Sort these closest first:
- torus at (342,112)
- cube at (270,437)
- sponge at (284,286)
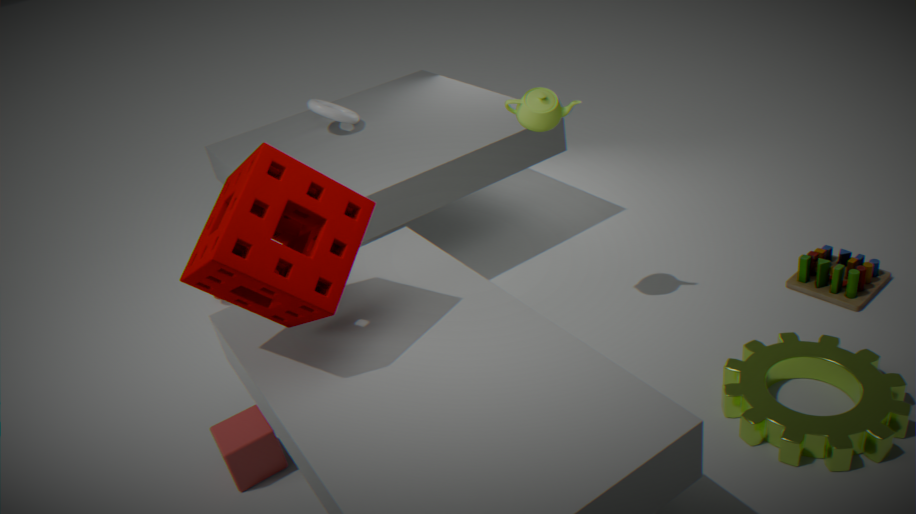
sponge at (284,286), cube at (270,437), torus at (342,112)
